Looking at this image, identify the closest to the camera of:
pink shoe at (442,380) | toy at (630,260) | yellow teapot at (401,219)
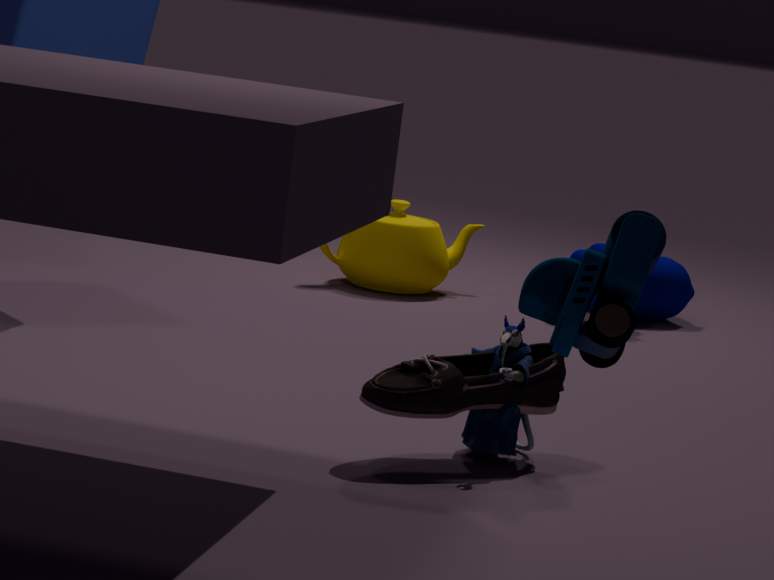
toy at (630,260)
